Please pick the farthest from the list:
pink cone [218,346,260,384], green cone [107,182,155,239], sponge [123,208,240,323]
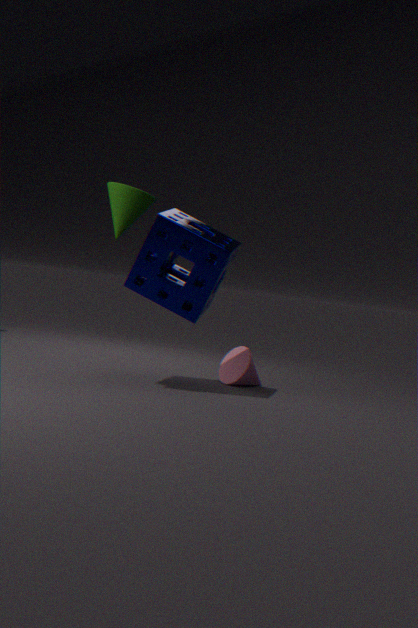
pink cone [218,346,260,384]
